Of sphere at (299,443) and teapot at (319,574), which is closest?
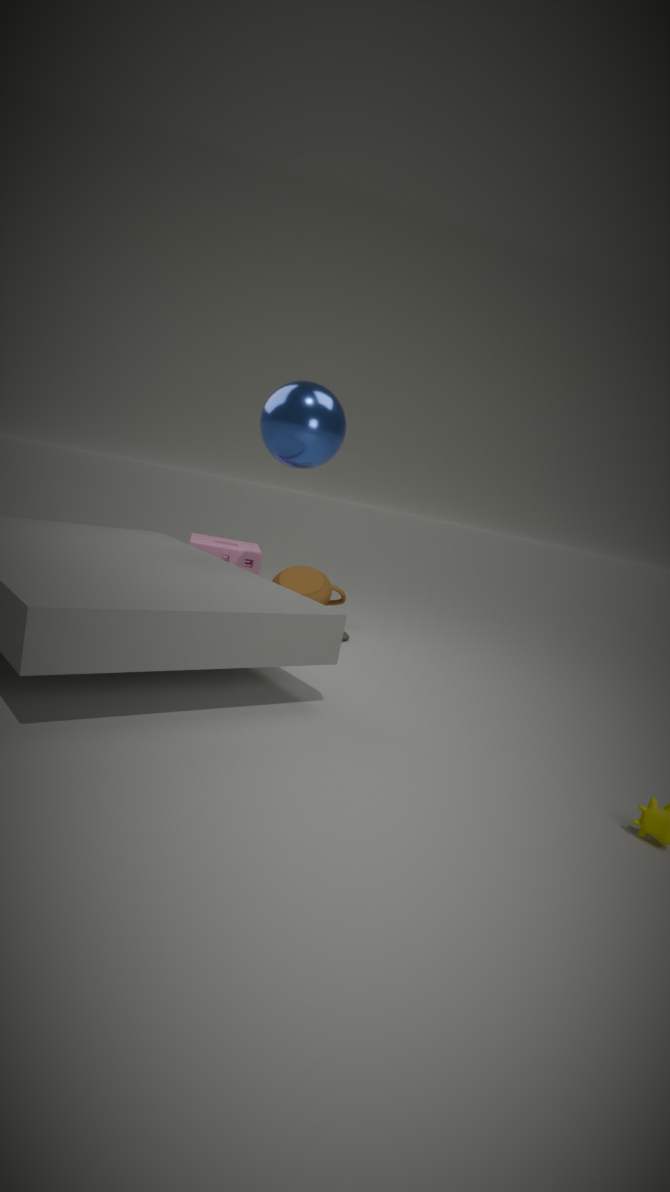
sphere at (299,443)
